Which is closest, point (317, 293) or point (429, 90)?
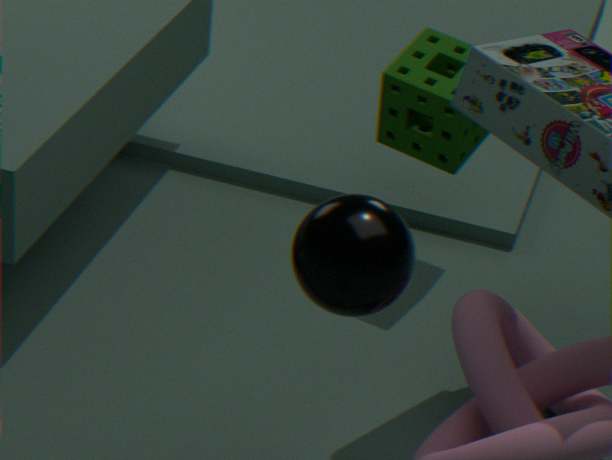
point (317, 293)
